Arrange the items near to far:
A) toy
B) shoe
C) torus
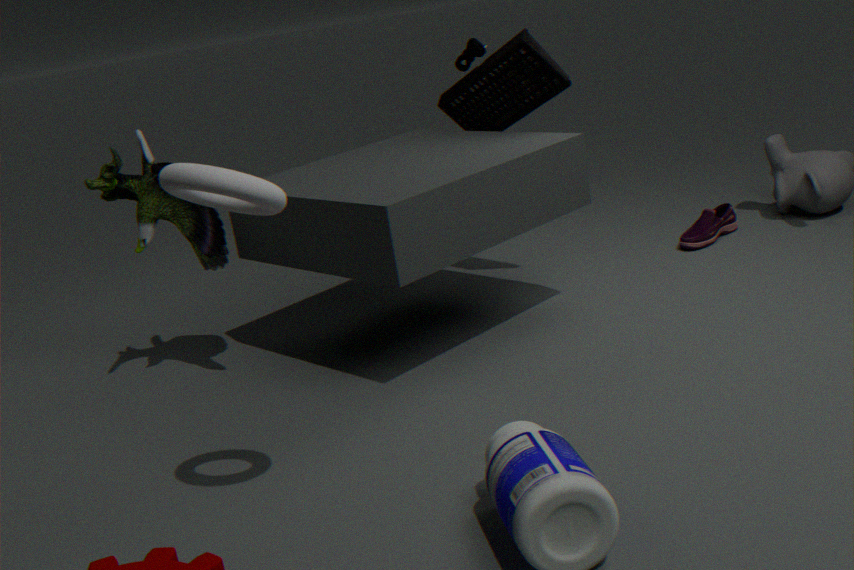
torus < toy < shoe
